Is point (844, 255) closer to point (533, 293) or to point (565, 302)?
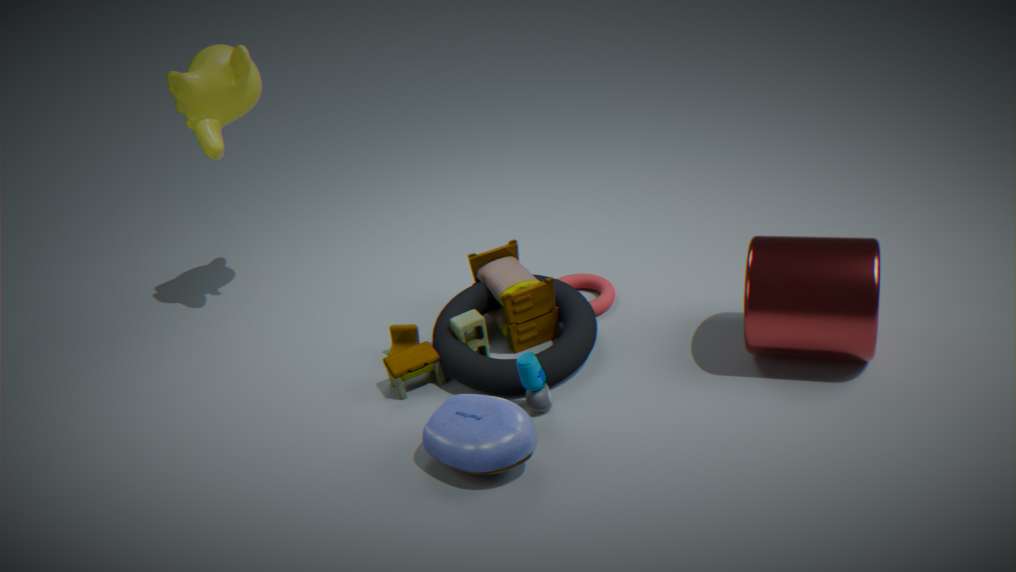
Result: point (565, 302)
